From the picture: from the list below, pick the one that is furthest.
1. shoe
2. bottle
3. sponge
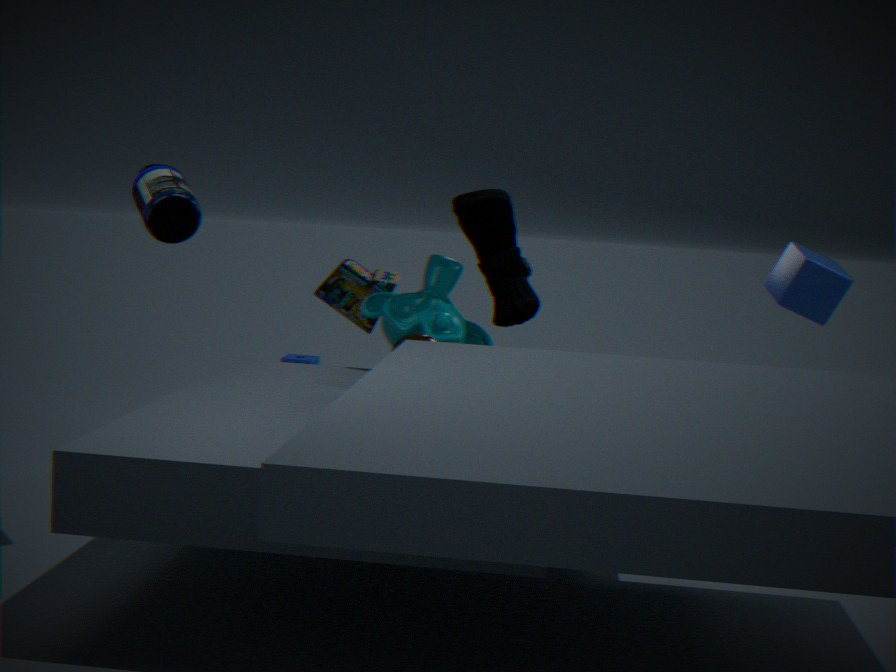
sponge
